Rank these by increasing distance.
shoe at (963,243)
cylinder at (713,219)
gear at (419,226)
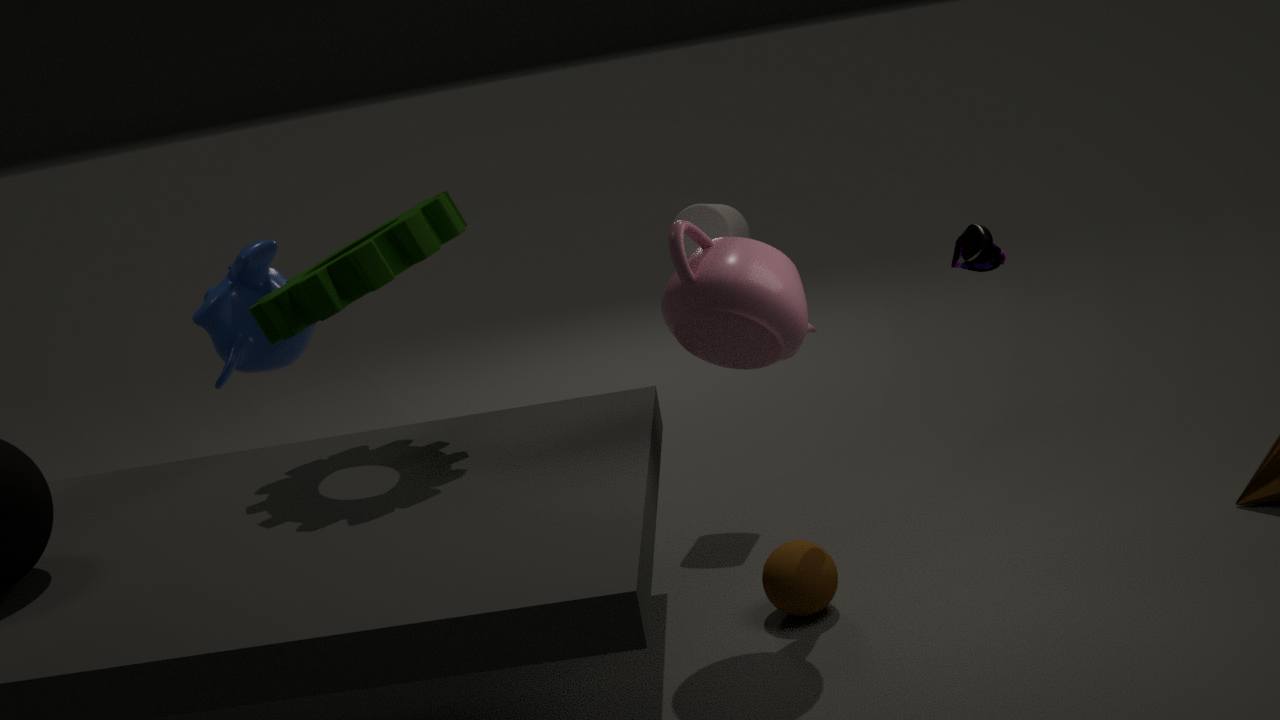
shoe at (963,243), gear at (419,226), cylinder at (713,219)
